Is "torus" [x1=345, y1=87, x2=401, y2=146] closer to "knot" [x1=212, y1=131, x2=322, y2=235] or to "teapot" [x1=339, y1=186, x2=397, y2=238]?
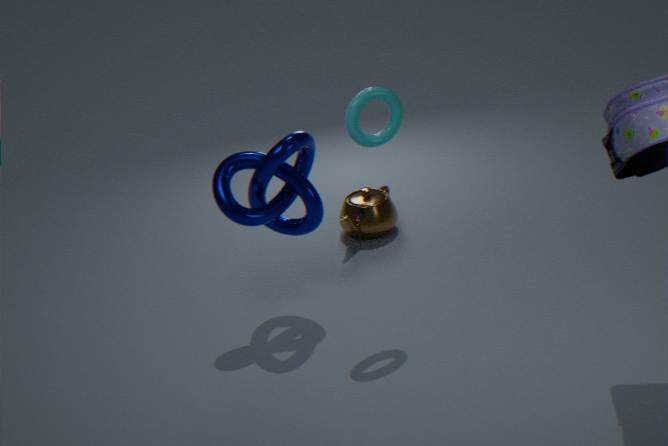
"knot" [x1=212, y1=131, x2=322, y2=235]
